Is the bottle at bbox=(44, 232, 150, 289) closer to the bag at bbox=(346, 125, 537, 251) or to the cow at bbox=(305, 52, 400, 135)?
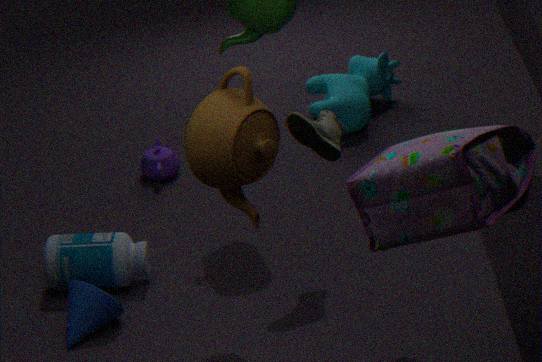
the bag at bbox=(346, 125, 537, 251)
